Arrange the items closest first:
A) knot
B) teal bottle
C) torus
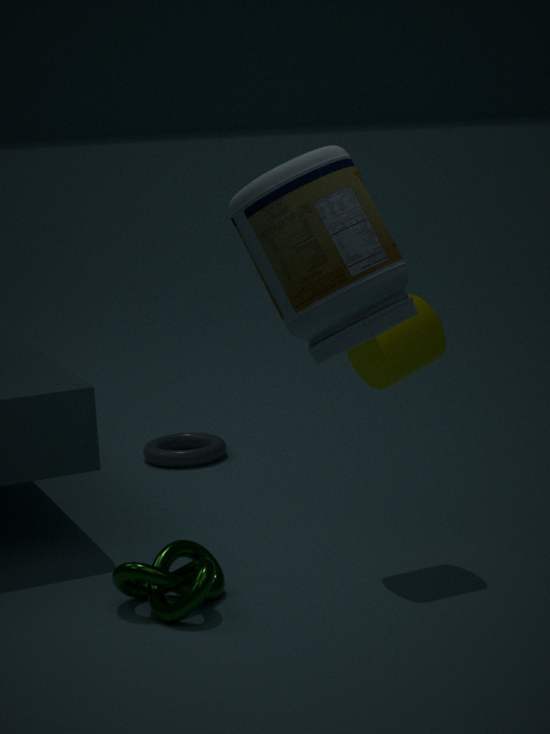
teal bottle
knot
torus
